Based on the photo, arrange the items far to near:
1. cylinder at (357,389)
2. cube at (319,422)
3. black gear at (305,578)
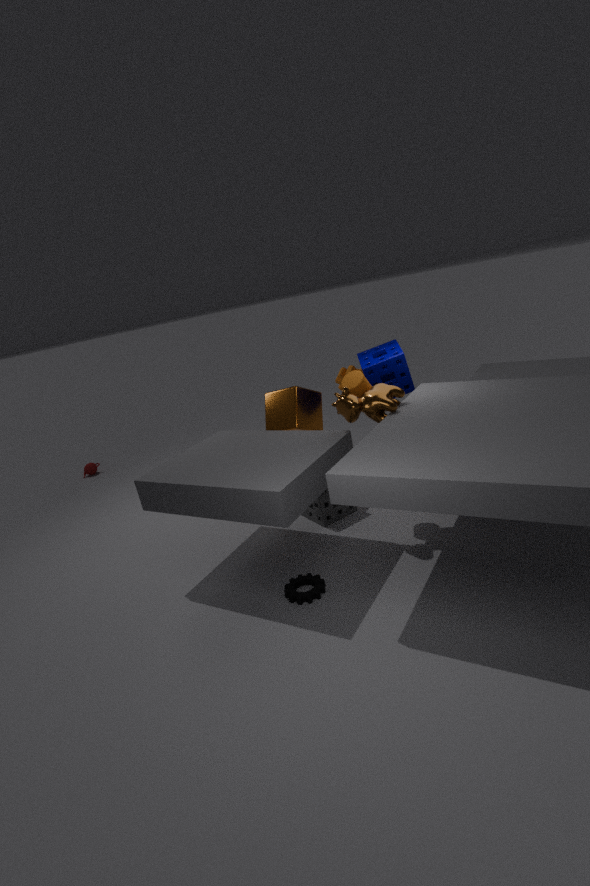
cube at (319,422) → cylinder at (357,389) → black gear at (305,578)
